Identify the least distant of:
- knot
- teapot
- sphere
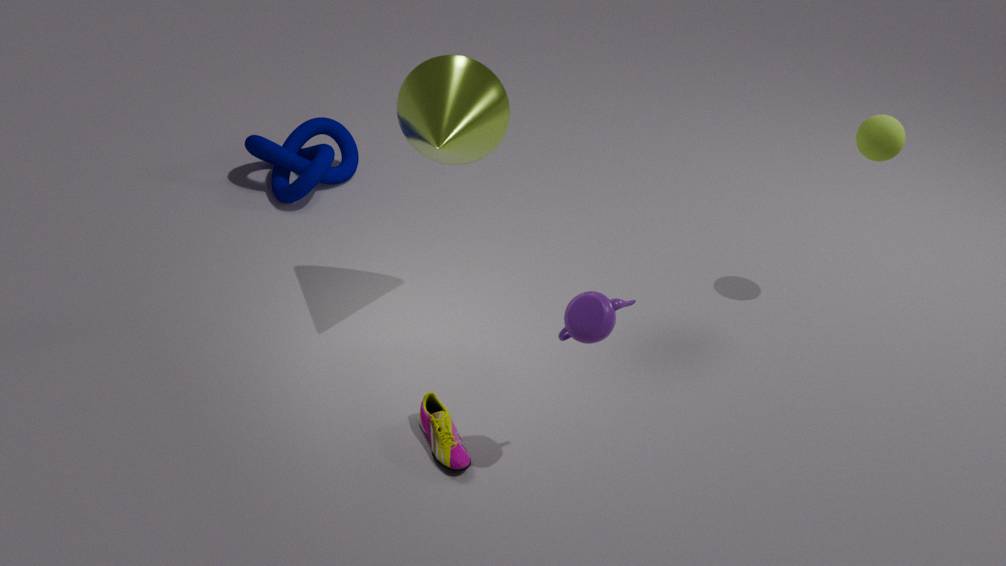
teapot
